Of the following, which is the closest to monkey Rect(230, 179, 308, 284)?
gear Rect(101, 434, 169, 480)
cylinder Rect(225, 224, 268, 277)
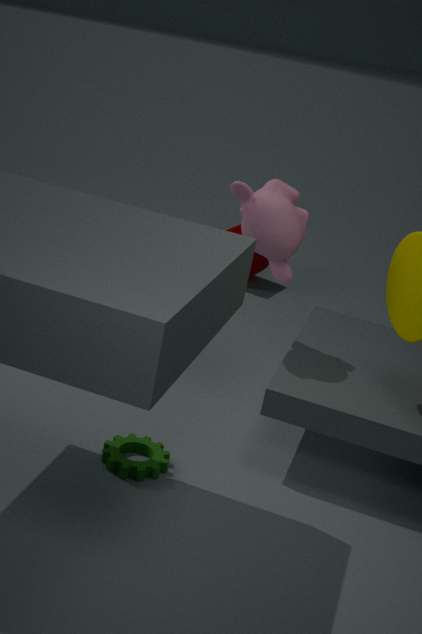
gear Rect(101, 434, 169, 480)
